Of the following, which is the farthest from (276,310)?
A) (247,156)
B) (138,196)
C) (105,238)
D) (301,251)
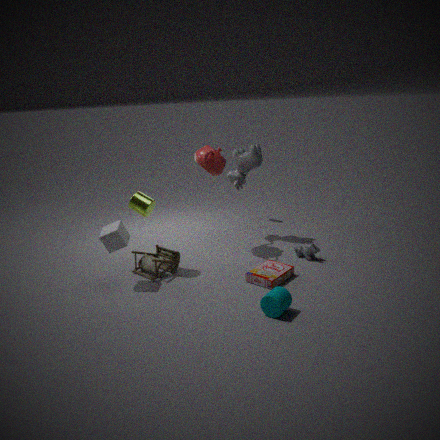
(247,156)
